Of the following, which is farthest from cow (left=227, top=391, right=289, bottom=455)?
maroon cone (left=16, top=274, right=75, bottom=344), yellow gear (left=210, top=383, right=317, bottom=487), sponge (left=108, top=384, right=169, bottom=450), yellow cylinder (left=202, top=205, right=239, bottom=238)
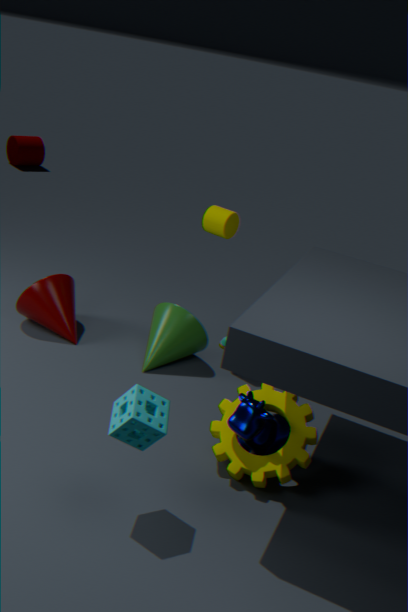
maroon cone (left=16, top=274, right=75, bottom=344)
